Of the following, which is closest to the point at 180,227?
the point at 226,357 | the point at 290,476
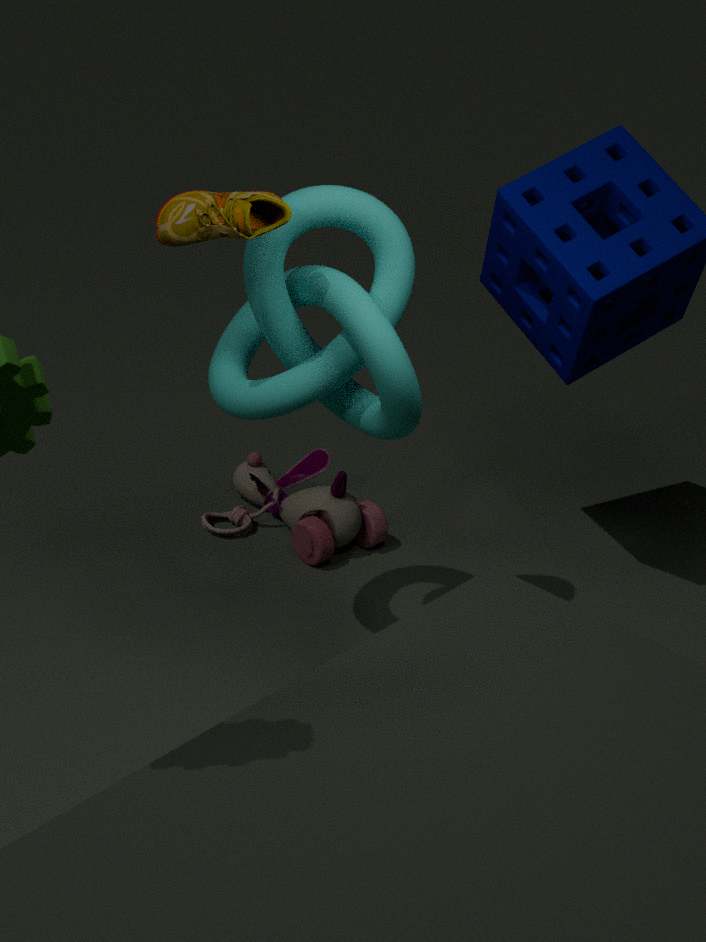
the point at 226,357
